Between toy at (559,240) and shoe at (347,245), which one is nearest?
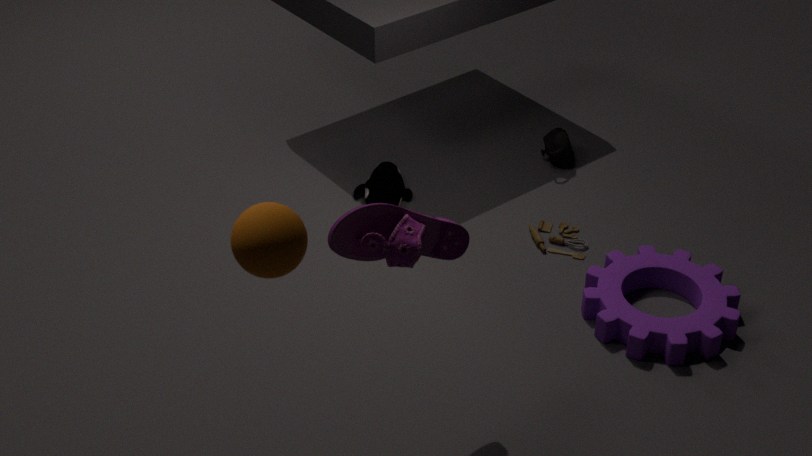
shoe at (347,245)
